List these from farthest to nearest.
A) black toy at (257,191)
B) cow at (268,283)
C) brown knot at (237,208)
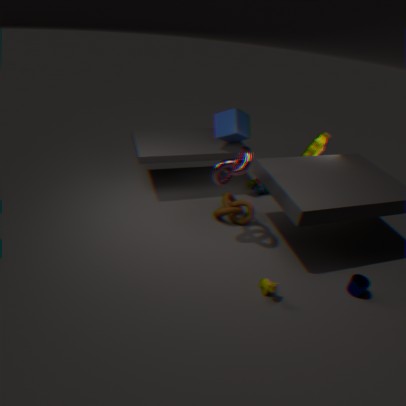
A. black toy at (257,191)
C. brown knot at (237,208)
B. cow at (268,283)
